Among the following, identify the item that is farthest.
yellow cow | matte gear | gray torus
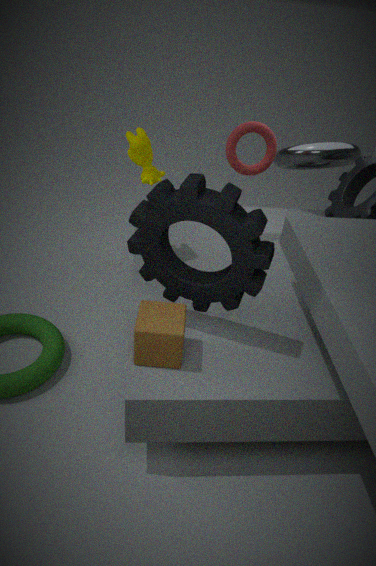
gray torus
